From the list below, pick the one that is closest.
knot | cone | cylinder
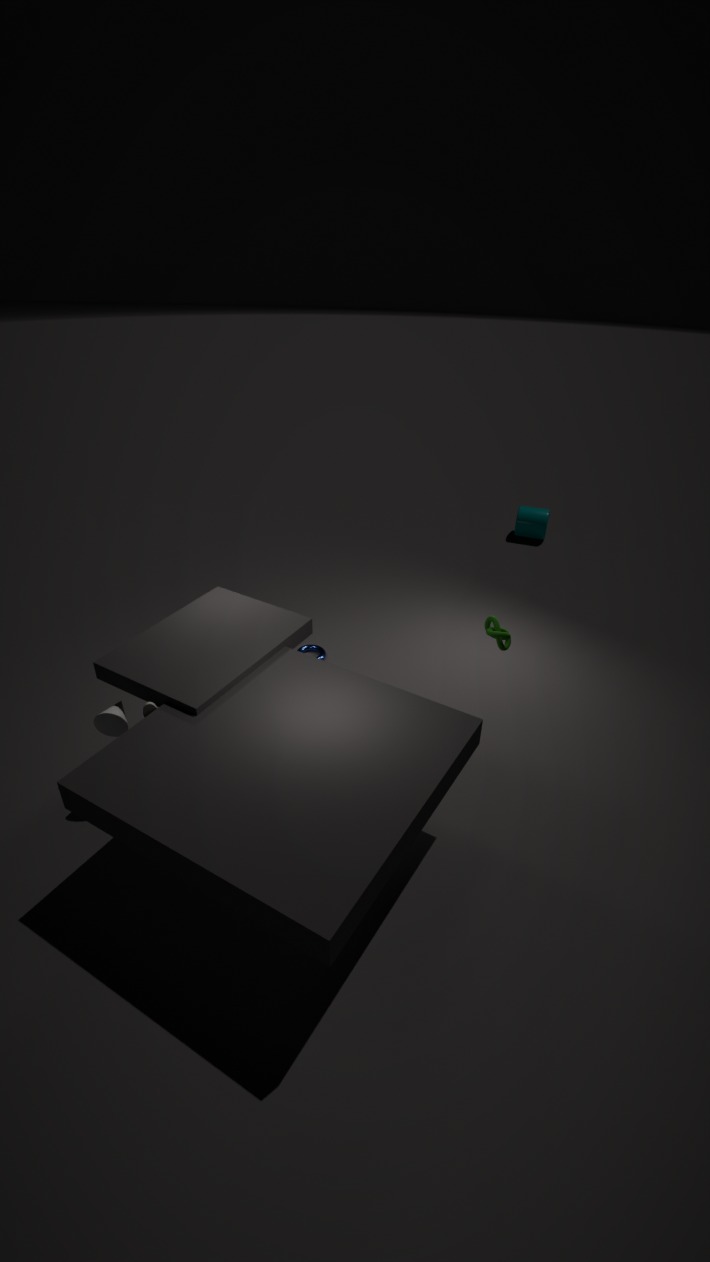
cone
